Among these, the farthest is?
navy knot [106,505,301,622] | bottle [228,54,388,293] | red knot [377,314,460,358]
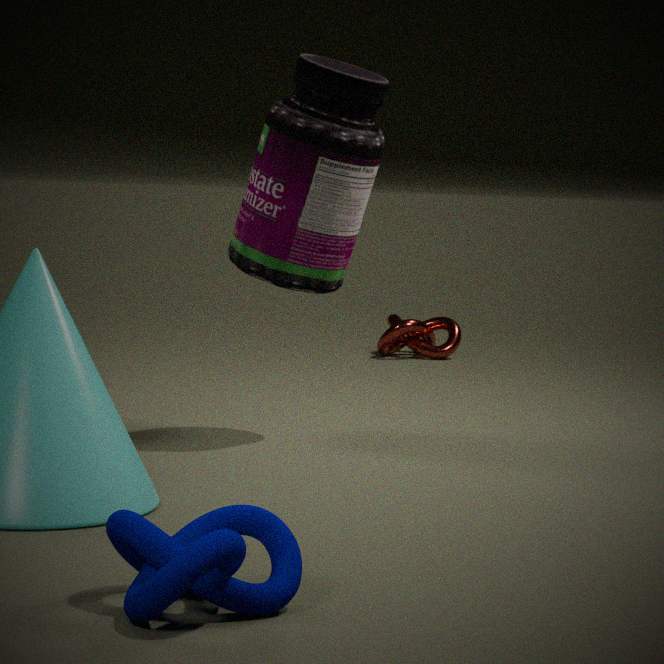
red knot [377,314,460,358]
